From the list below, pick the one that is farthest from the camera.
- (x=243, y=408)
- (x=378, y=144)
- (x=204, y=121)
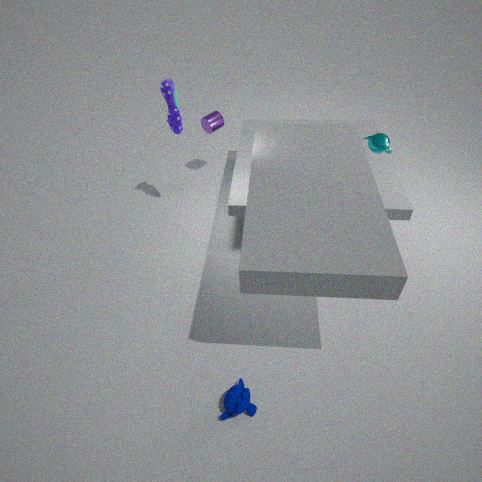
(x=204, y=121)
